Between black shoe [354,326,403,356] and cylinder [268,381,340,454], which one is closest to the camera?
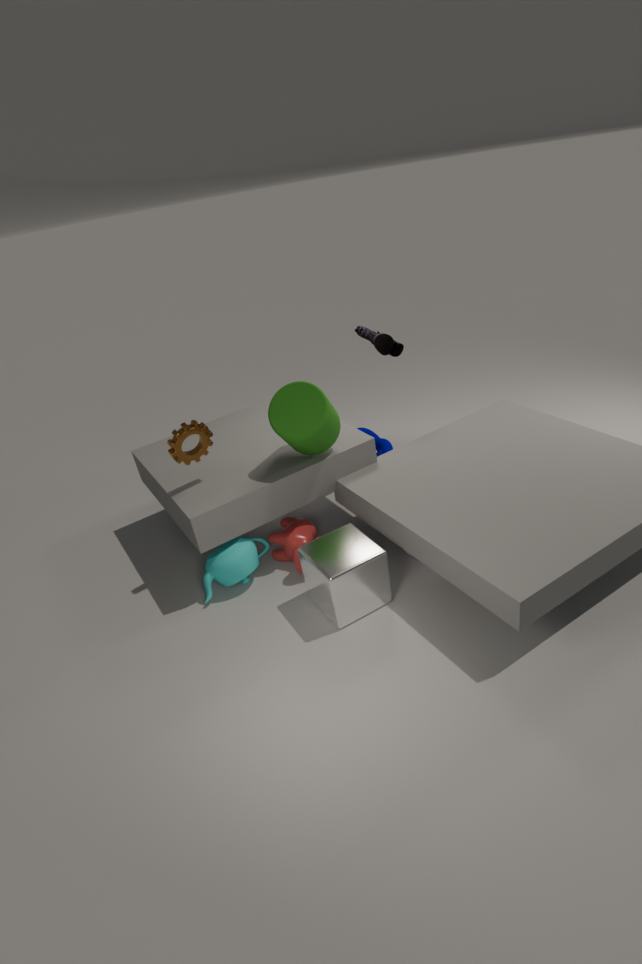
cylinder [268,381,340,454]
